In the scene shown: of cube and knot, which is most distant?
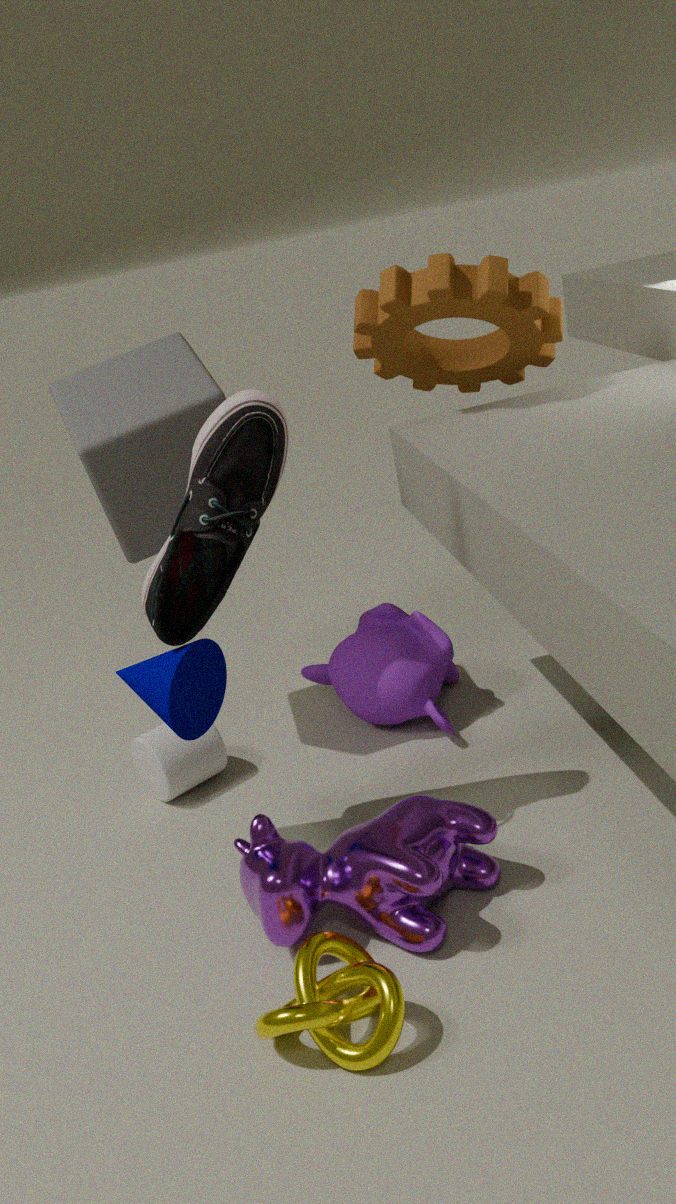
cube
